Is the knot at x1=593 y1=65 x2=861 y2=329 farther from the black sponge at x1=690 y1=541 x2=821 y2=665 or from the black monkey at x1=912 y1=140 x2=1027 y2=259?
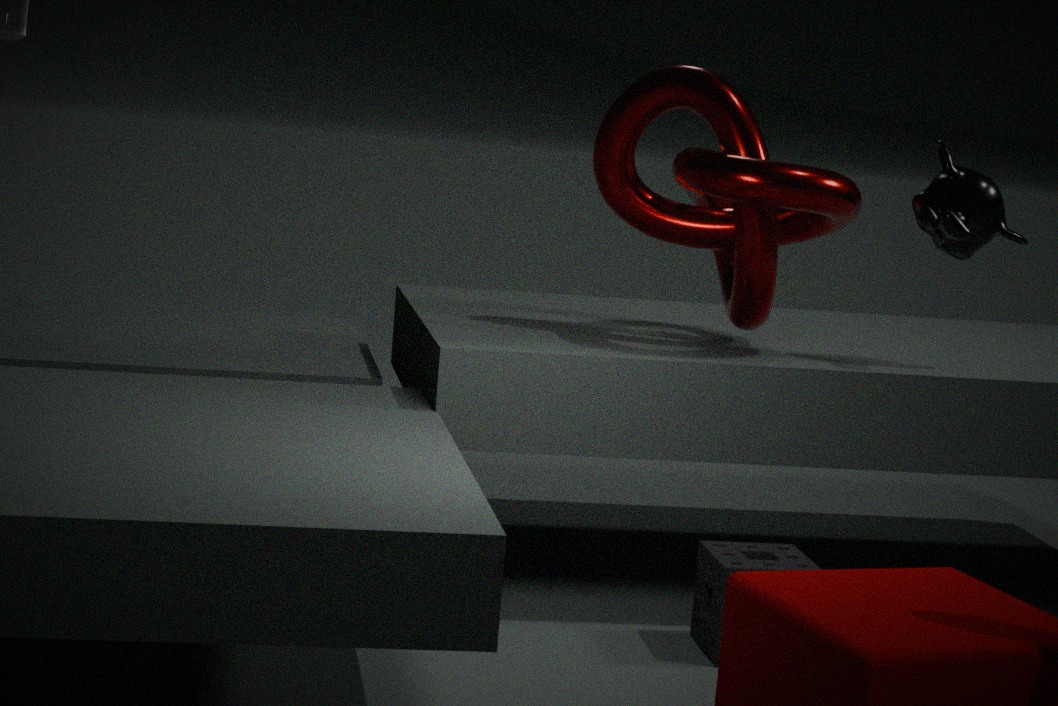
the black sponge at x1=690 y1=541 x2=821 y2=665
